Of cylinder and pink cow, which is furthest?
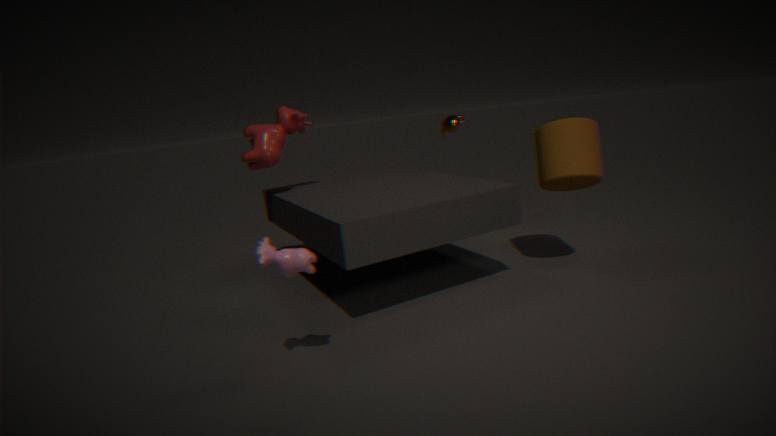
cylinder
